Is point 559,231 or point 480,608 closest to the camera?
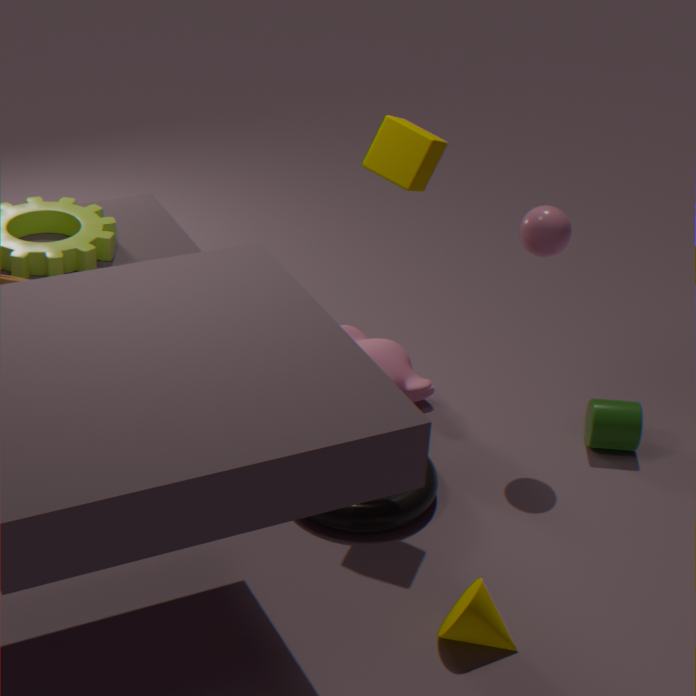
point 480,608
